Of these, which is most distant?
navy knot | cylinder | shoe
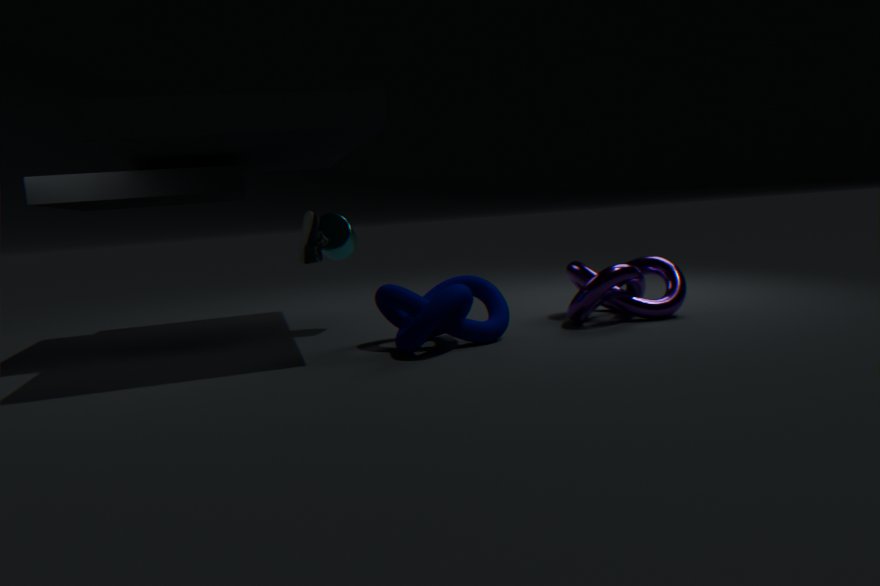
cylinder
